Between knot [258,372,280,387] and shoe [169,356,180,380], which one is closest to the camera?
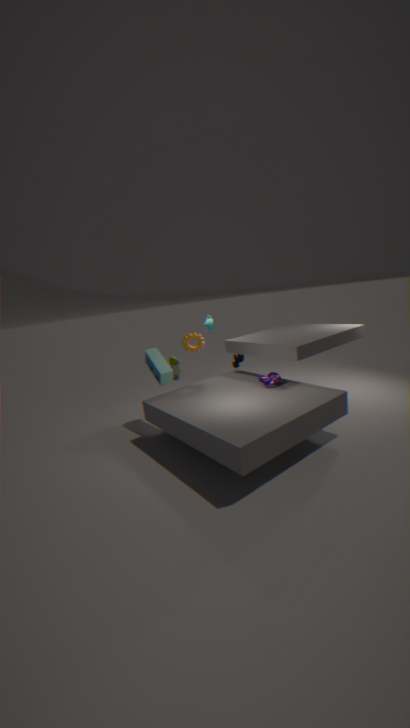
knot [258,372,280,387]
